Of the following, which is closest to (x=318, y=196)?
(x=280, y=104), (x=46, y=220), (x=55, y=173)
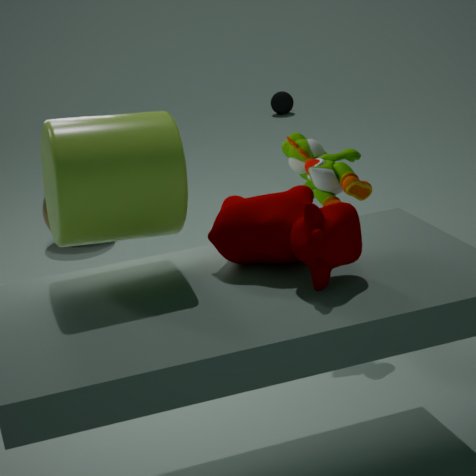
(x=55, y=173)
